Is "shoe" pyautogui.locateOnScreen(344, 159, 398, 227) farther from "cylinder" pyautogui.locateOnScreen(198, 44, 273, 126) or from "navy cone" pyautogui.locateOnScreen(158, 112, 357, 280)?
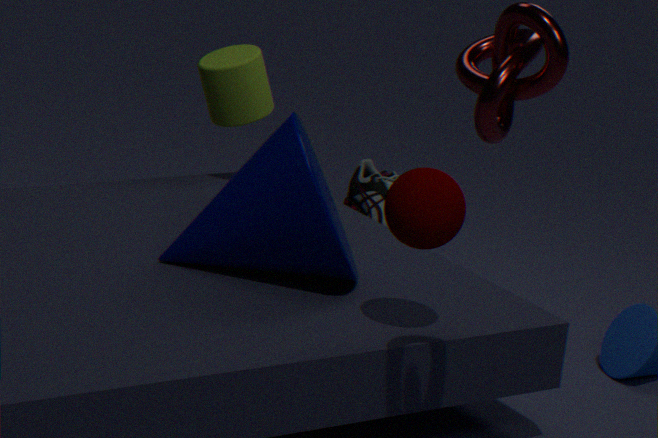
"navy cone" pyautogui.locateOnScreen(158, 112, 357, 280)
